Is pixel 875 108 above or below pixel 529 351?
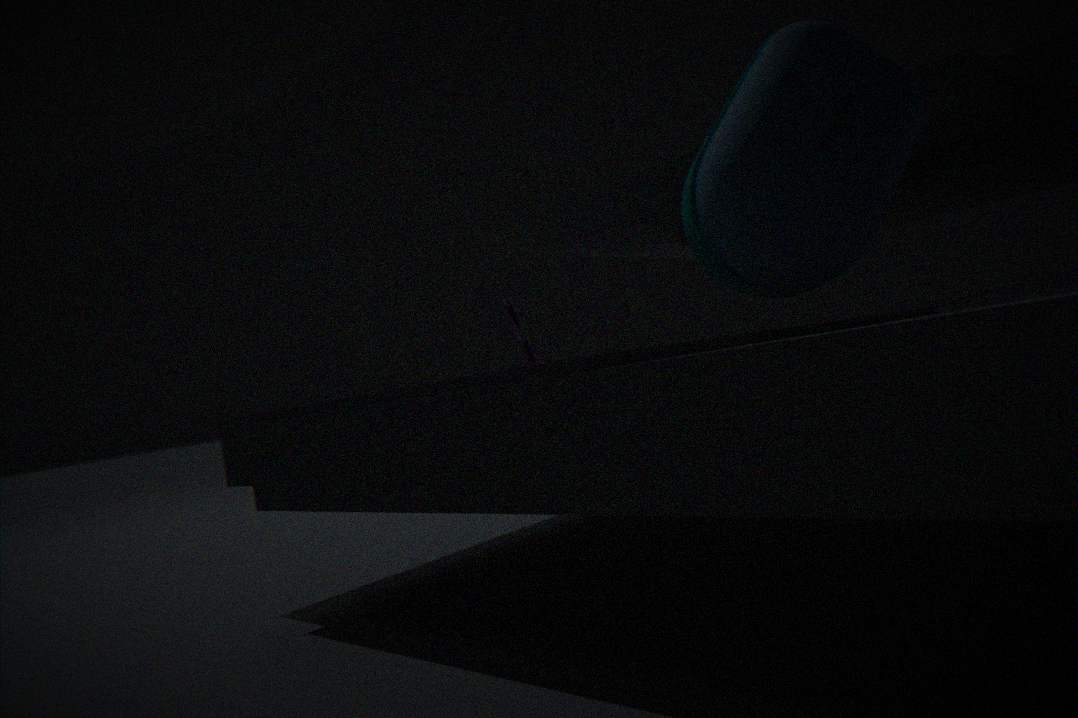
above
